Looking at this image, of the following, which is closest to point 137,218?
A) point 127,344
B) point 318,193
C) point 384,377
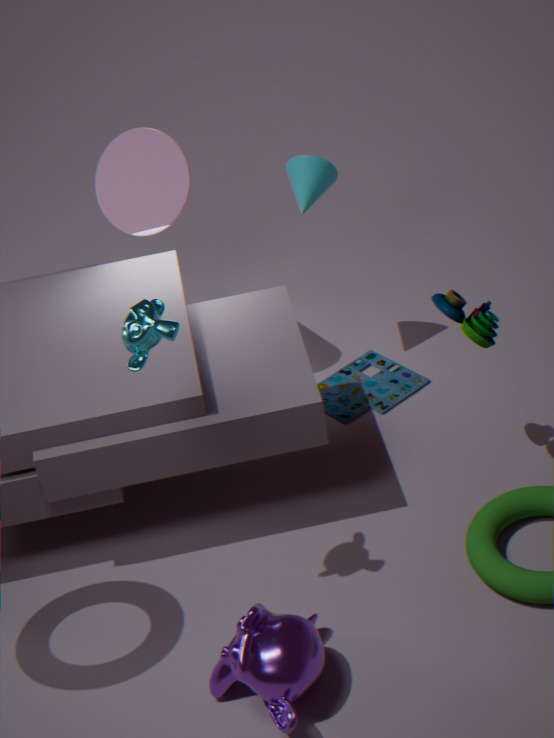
point 318,193
